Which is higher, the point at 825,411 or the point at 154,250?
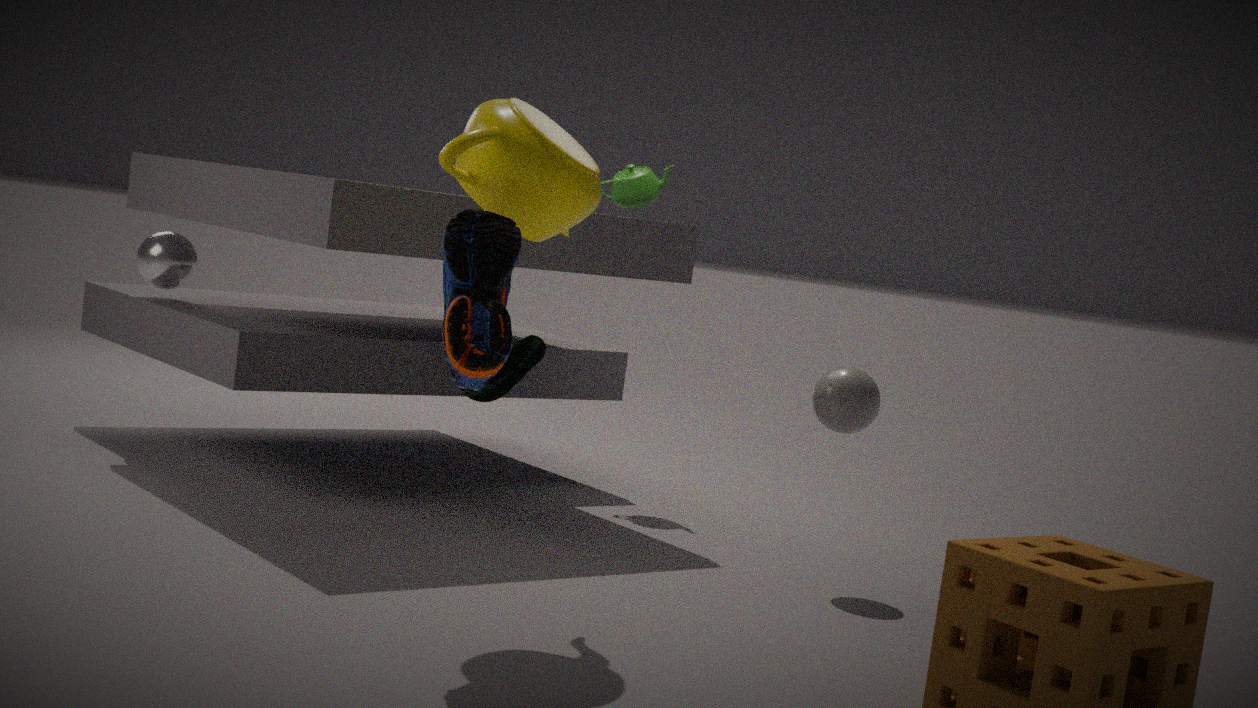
the point at 154,250
